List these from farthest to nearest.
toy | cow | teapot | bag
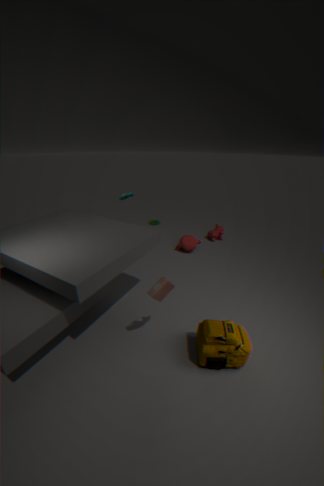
cow < teapot < bag < toy
